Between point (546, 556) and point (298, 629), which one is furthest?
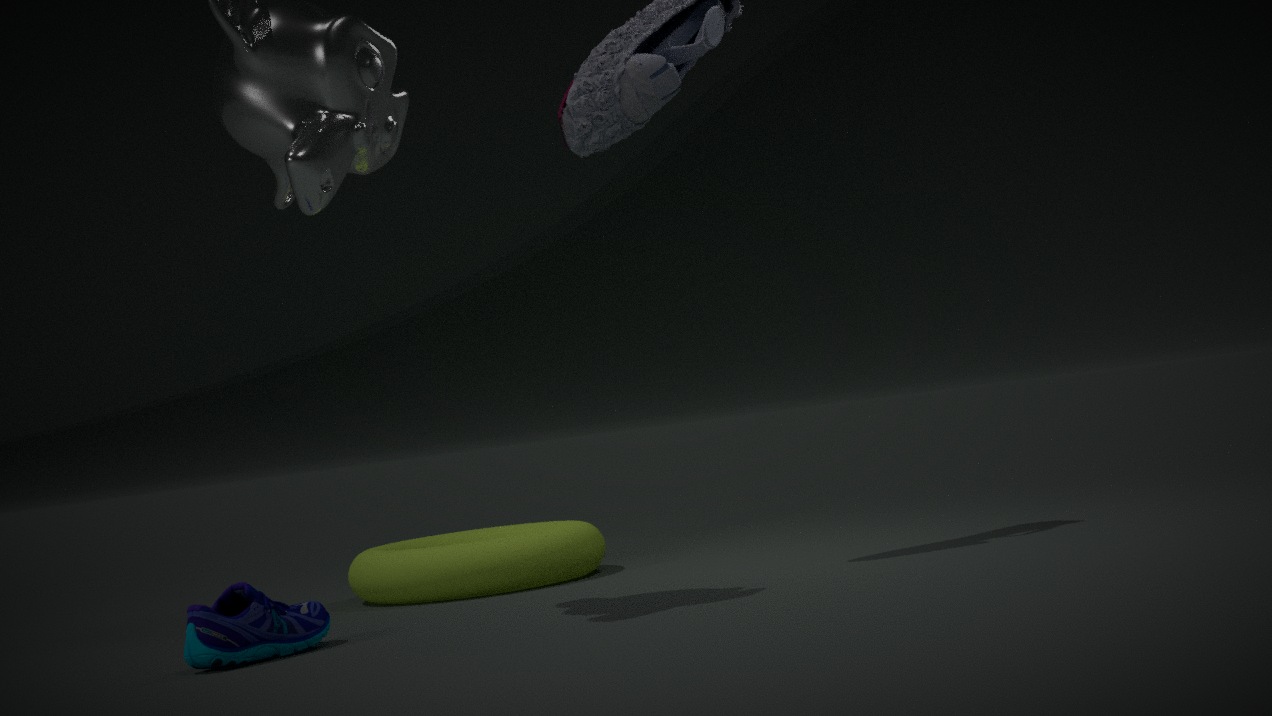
point (546, 556)
